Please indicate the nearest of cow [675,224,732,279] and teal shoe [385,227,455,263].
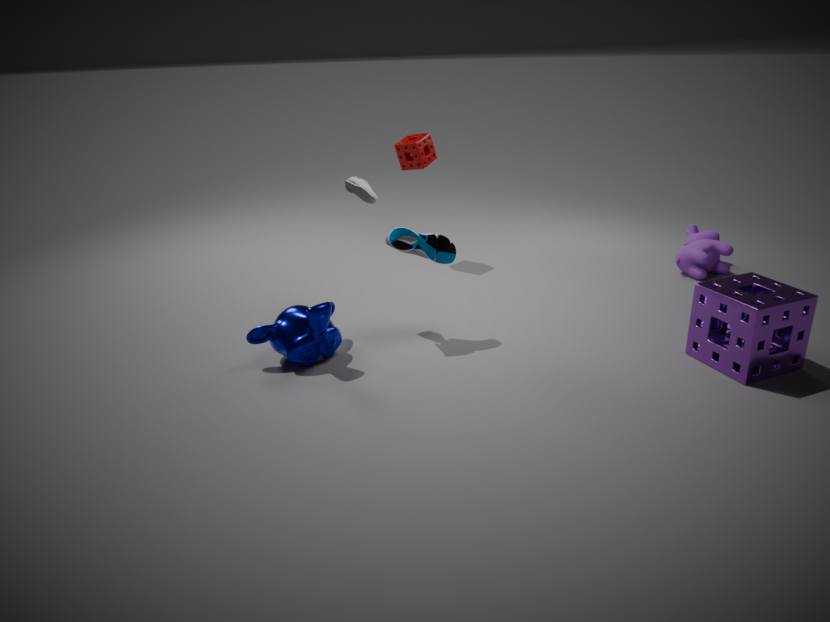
teal shoe [385,227,455,263]
